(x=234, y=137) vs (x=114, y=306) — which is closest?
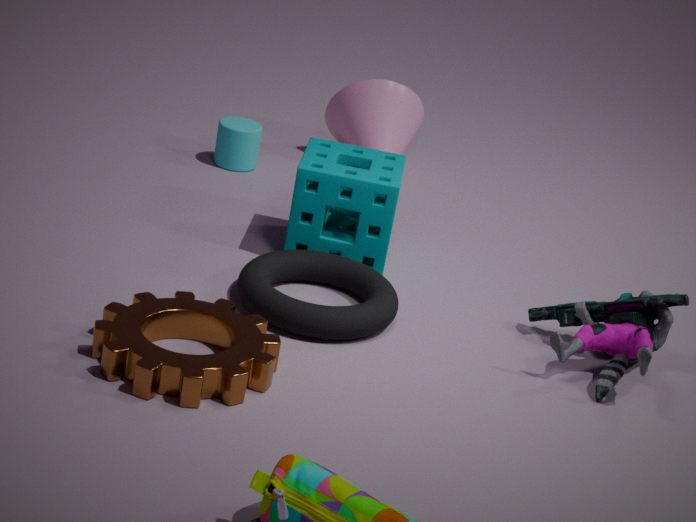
(x=114, y=306)
